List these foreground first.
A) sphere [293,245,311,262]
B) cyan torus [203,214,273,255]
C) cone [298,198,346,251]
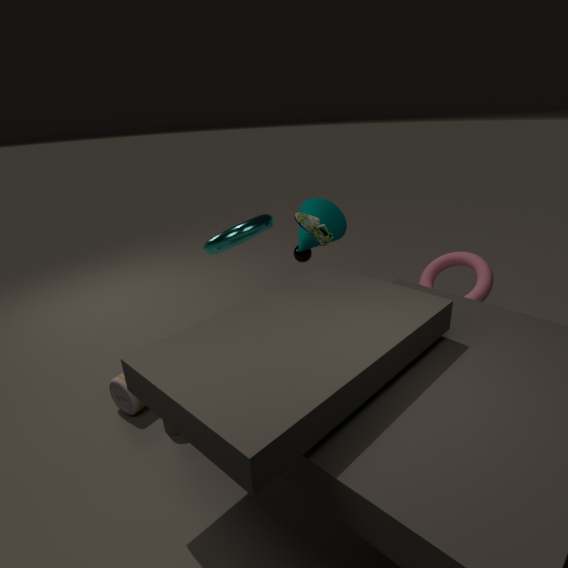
cyan torus [203,214,273,255]
cone [298,198,346,251]
sphere [293,245,311,262]
